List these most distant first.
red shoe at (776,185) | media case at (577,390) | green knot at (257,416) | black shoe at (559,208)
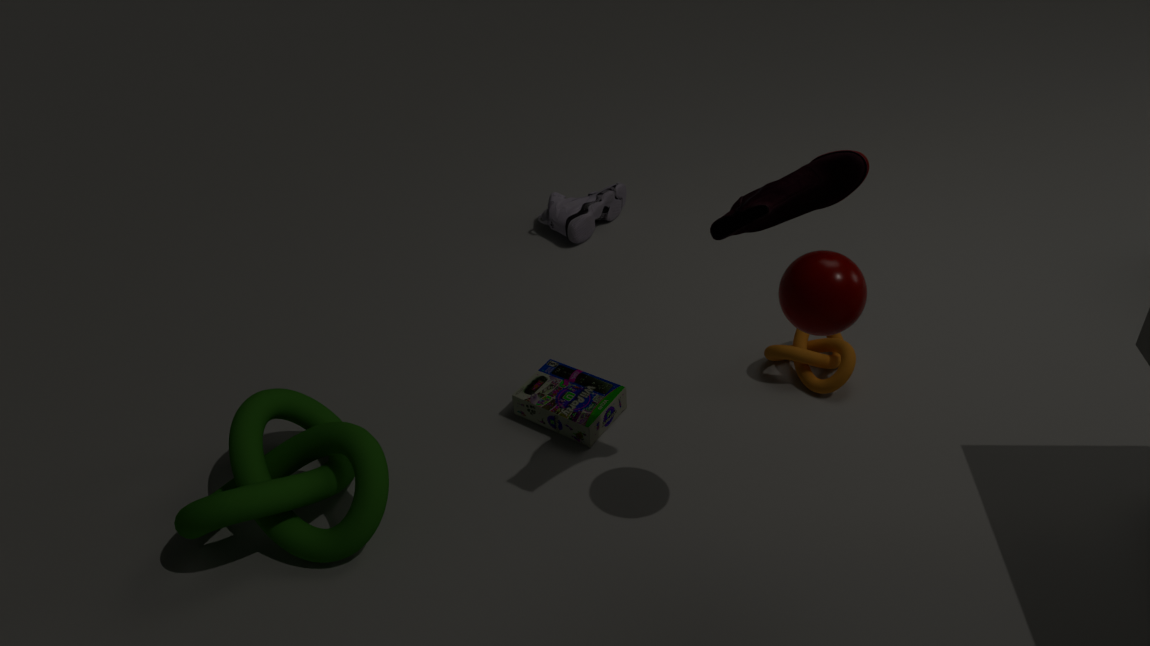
black shoe at (559,208) < media case at (577,390) < green knot at (257,416) < red shoe at (776,185)
